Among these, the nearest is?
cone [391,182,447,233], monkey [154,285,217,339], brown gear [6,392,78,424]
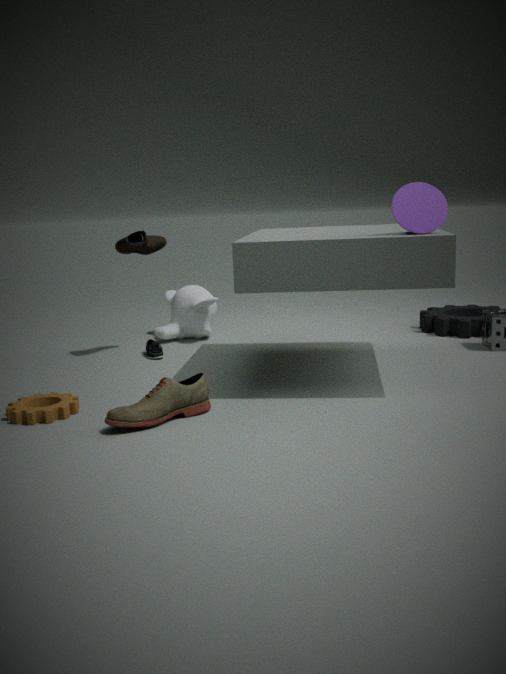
brown gear [6,392,78,424]
